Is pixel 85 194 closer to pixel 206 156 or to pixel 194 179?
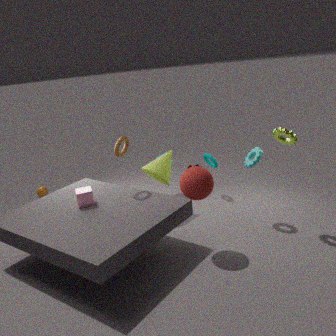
pixel 194 179
